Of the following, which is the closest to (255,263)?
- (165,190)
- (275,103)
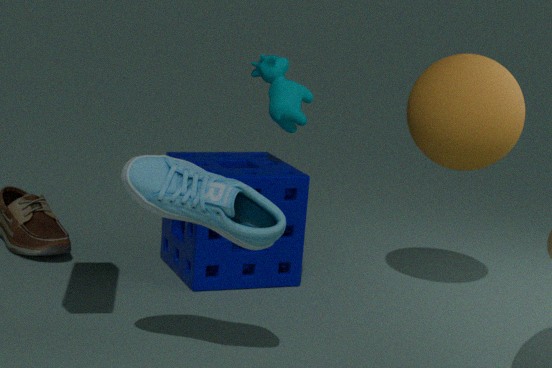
(275,103)
